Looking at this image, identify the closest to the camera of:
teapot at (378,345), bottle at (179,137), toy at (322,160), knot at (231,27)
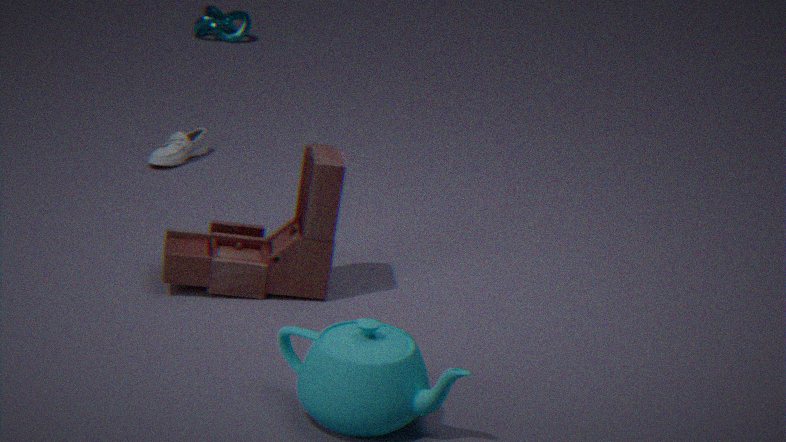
teapot at (378,345)
